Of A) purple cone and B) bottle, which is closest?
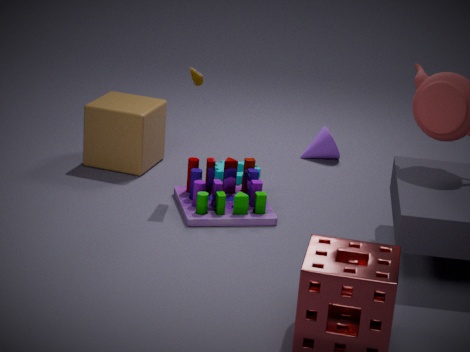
B. bottle
